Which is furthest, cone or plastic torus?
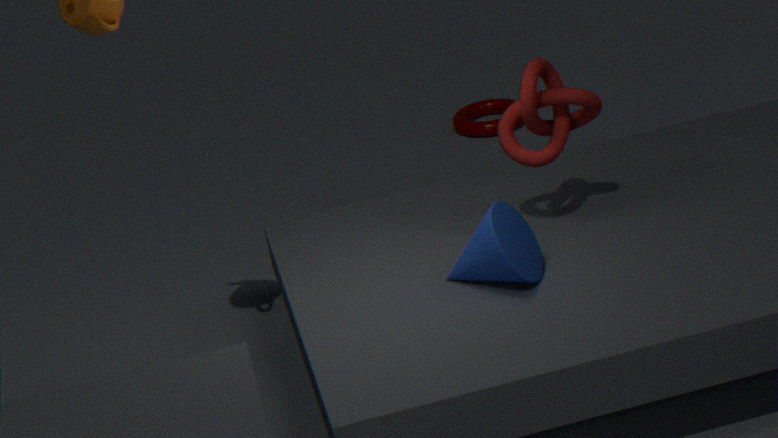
plastic torus
